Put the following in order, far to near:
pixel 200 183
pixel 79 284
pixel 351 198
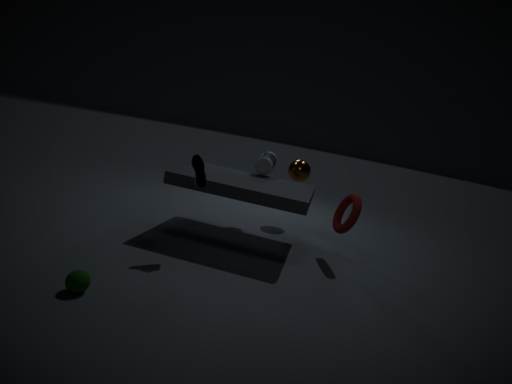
pixel 351 198 < pixel 200 183 < pixel 79 284
